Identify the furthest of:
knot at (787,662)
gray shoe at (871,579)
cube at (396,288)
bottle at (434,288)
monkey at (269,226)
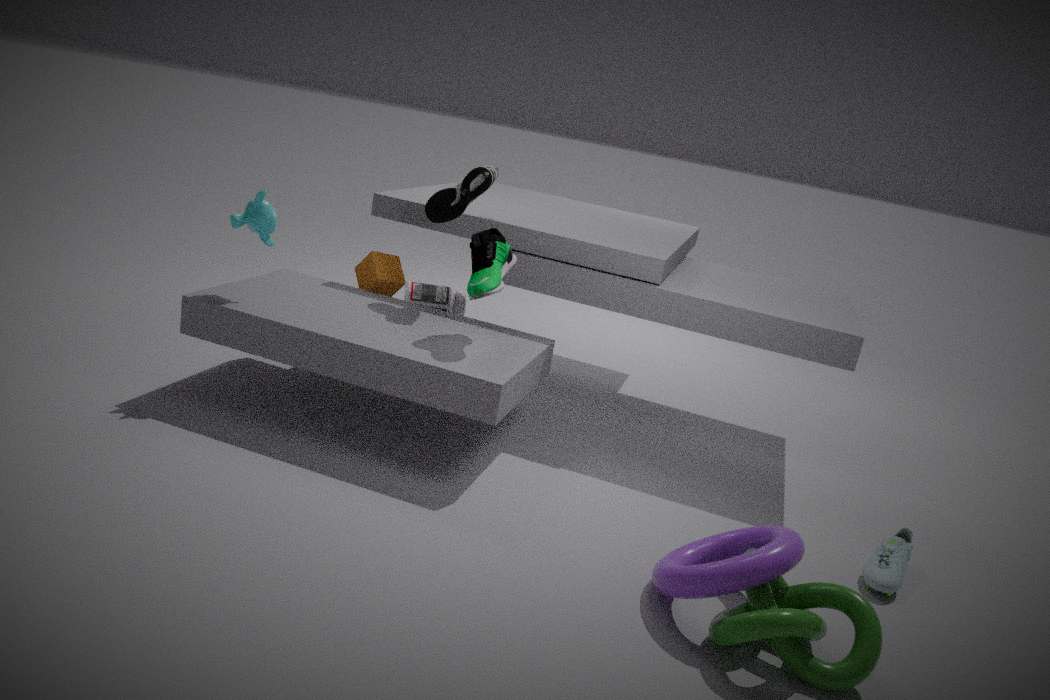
bottle at (434,288)
